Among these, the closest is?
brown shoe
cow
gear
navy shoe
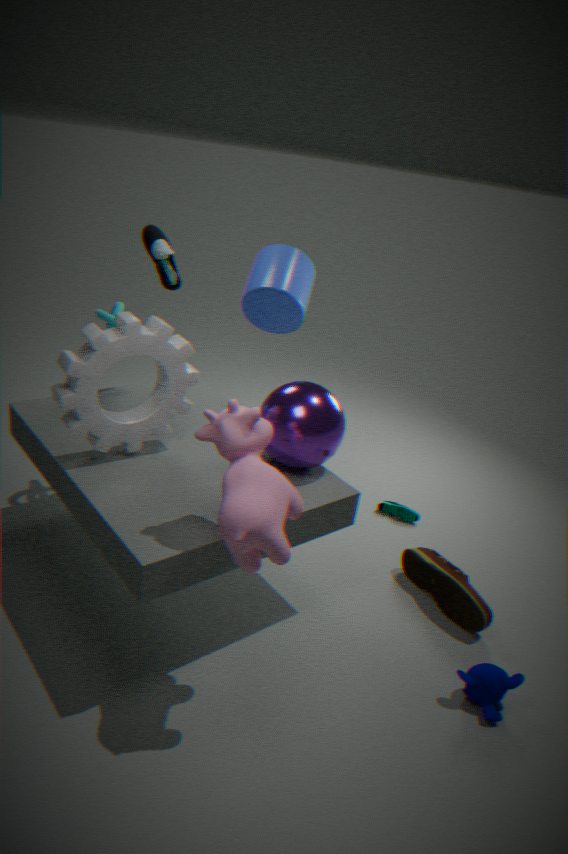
cow
